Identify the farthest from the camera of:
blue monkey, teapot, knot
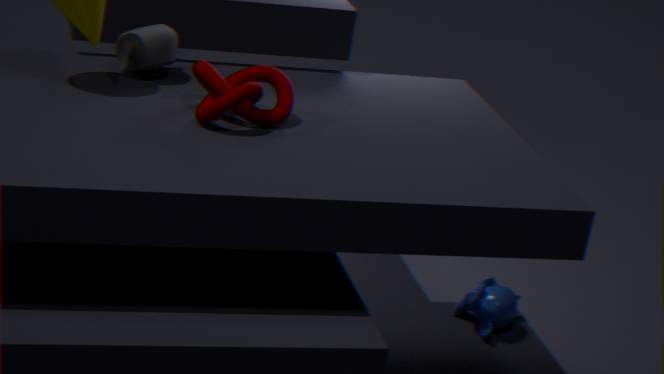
blue monkey
